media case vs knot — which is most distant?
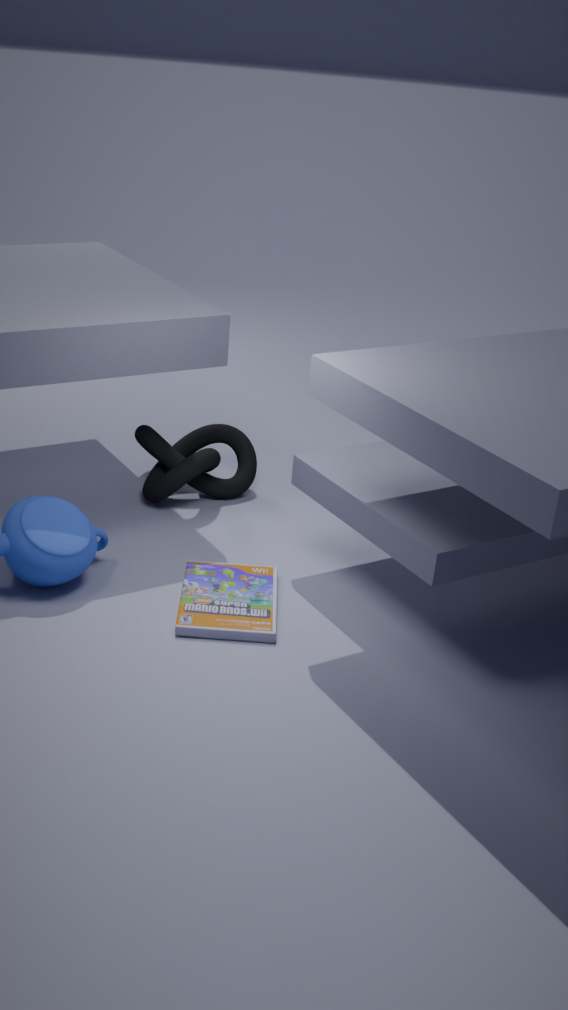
knot
